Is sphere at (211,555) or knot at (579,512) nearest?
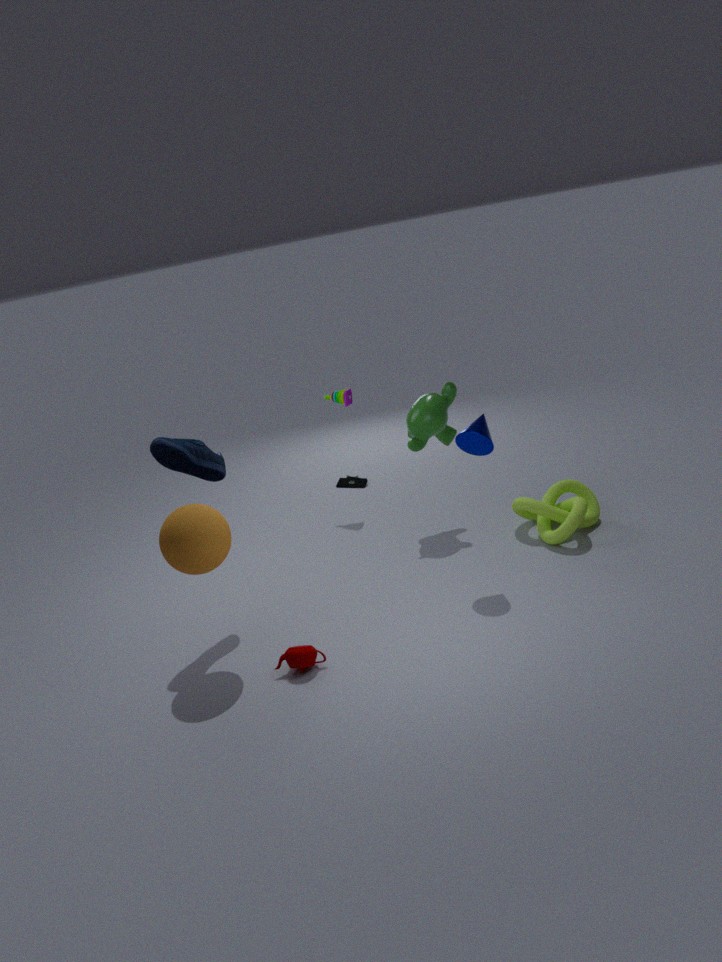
sphere at (211,555)
